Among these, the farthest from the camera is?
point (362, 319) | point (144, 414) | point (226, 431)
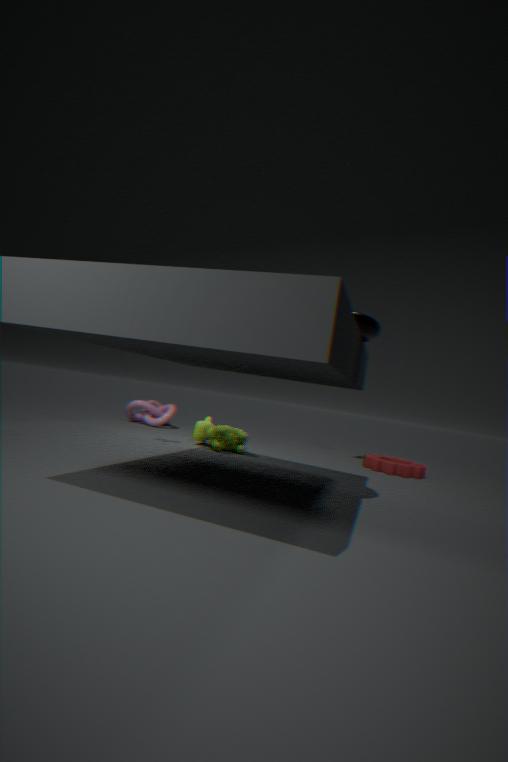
point (144, 414)
